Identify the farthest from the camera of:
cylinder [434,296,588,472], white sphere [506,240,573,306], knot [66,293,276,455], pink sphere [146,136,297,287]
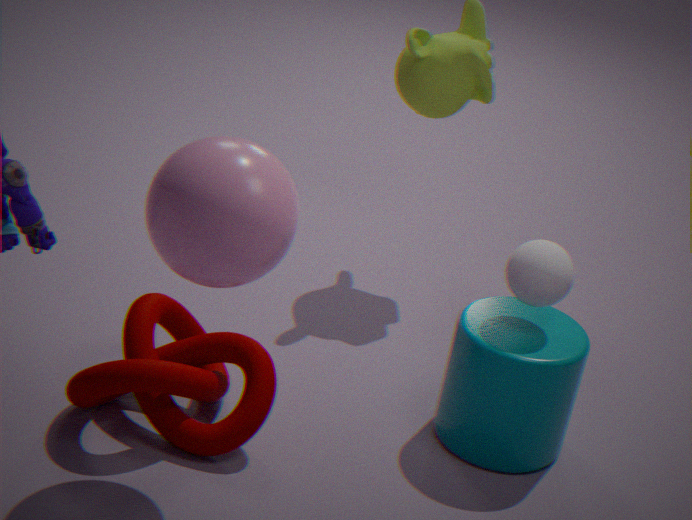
cylinder [434,296,588,472]
